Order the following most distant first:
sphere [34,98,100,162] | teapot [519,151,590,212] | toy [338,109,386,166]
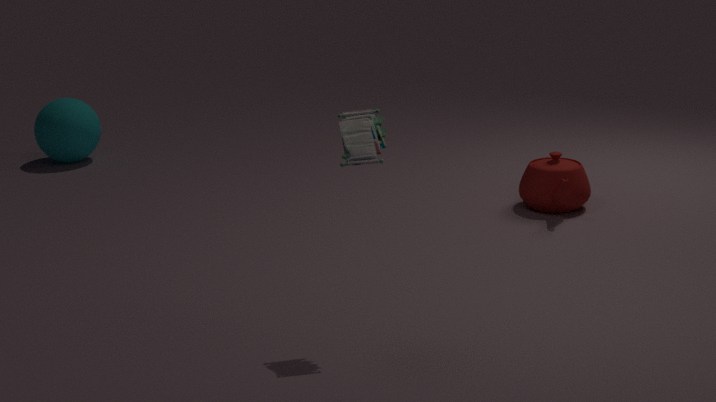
sphere [34,98,100,162], teapot [519,151,590,212], toy [338,109,386,166]
